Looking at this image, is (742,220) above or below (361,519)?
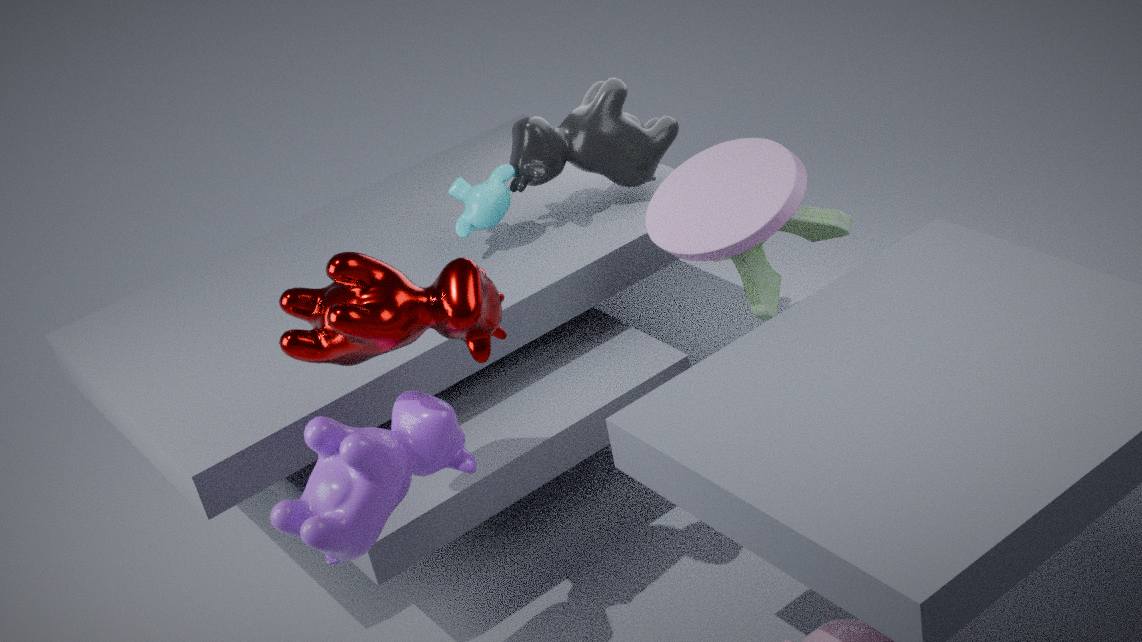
above
